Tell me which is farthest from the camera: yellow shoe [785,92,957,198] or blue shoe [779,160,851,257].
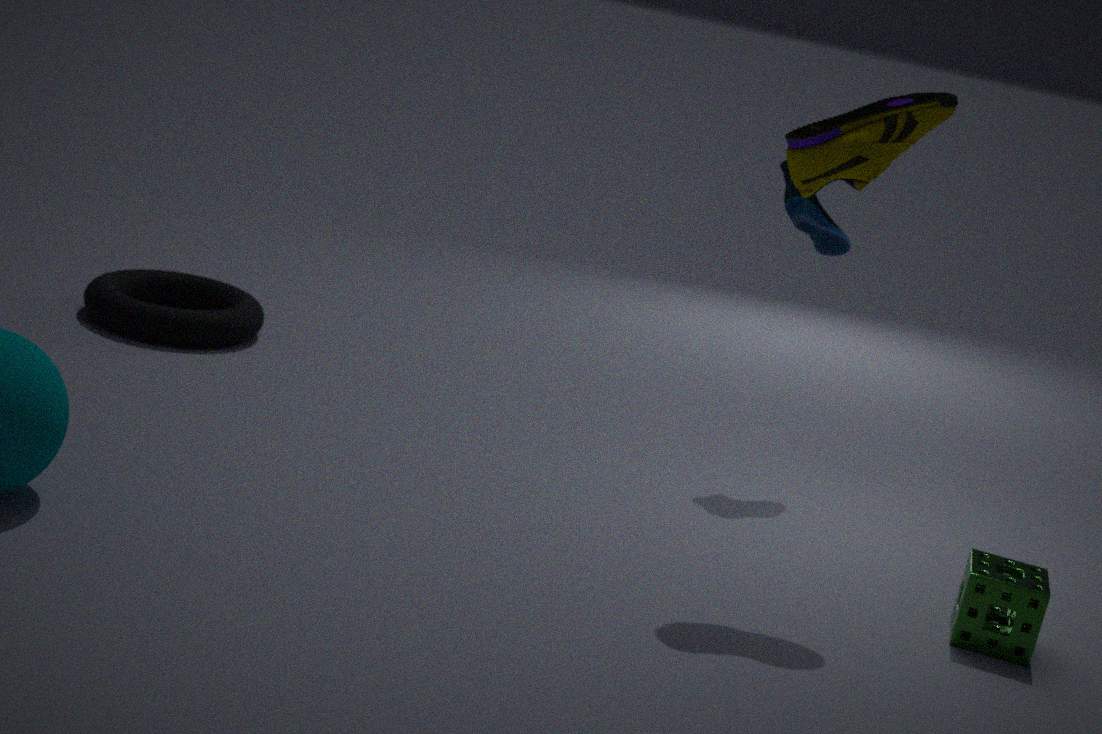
blue shoe [779,160,851,257]
